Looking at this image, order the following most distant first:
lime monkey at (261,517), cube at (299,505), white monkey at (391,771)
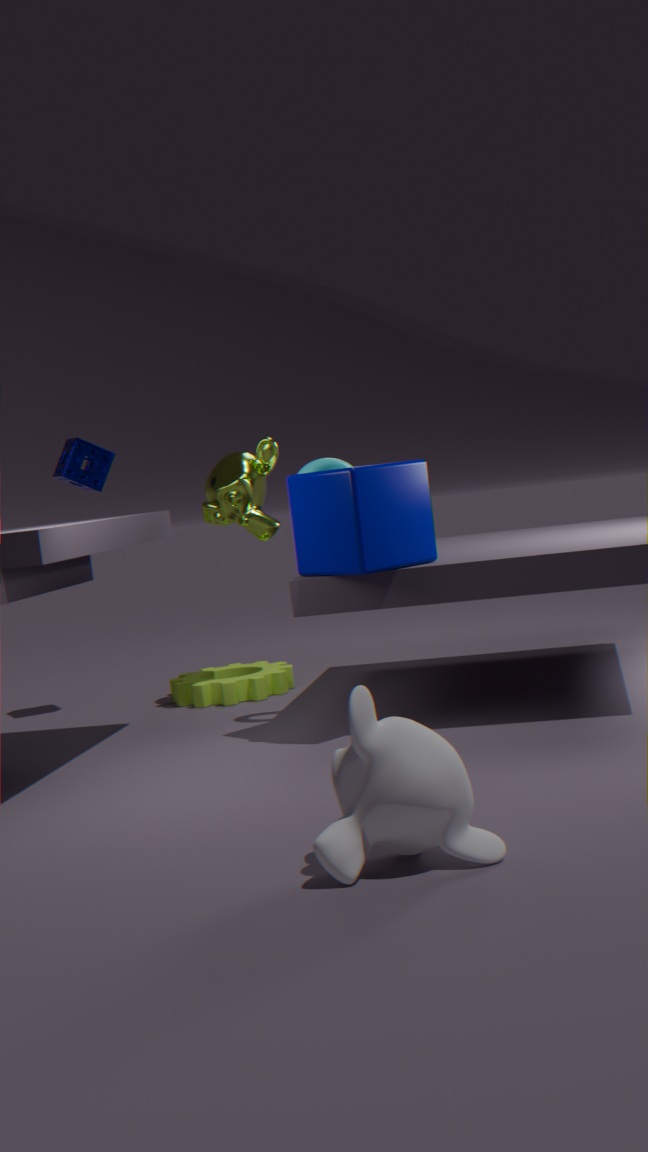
lime monkey at (261,517) → cube at (299,505) → white monkey at (391,771)
